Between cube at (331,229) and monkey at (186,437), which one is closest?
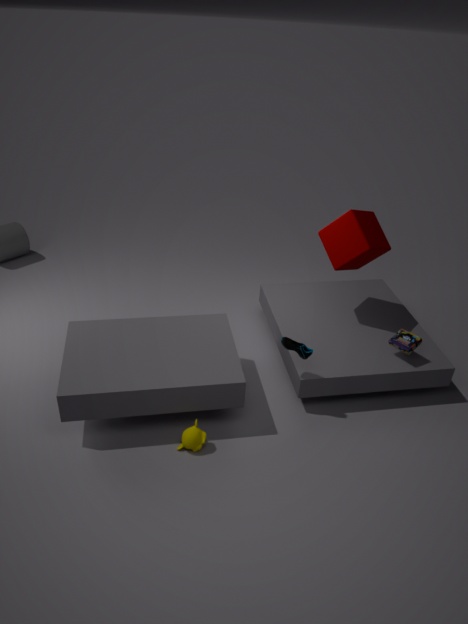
monkey at (186,437)
